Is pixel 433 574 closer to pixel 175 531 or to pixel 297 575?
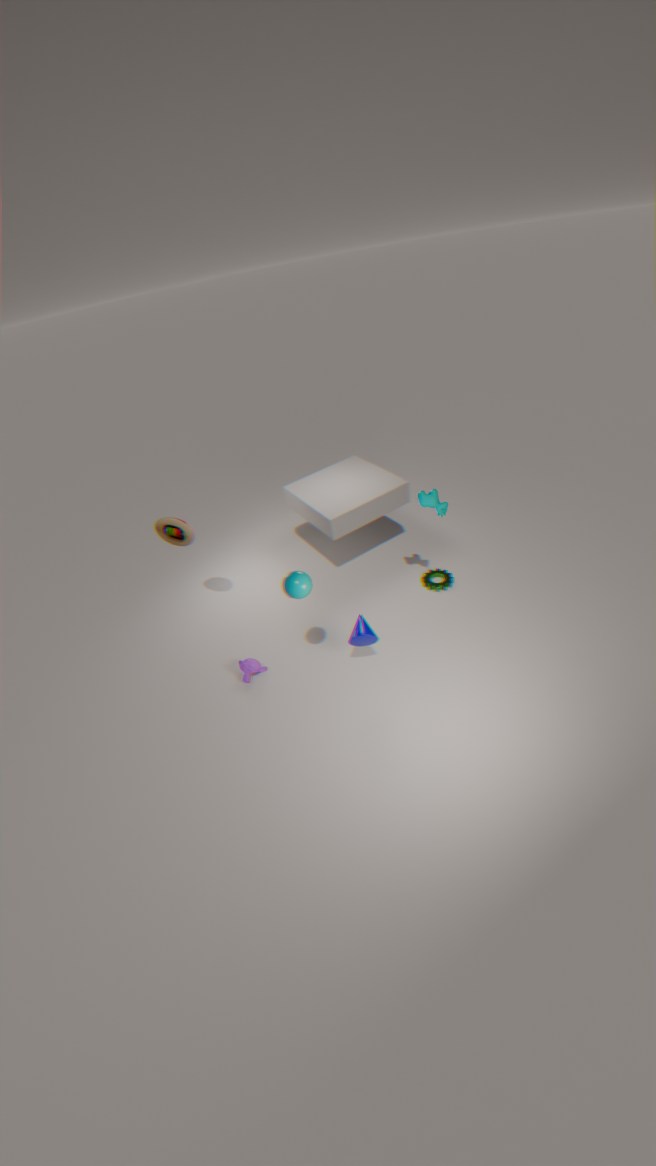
pixel 297 575
